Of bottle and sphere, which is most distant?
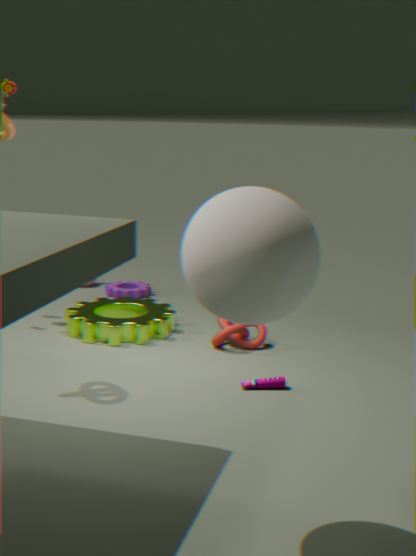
bottle
